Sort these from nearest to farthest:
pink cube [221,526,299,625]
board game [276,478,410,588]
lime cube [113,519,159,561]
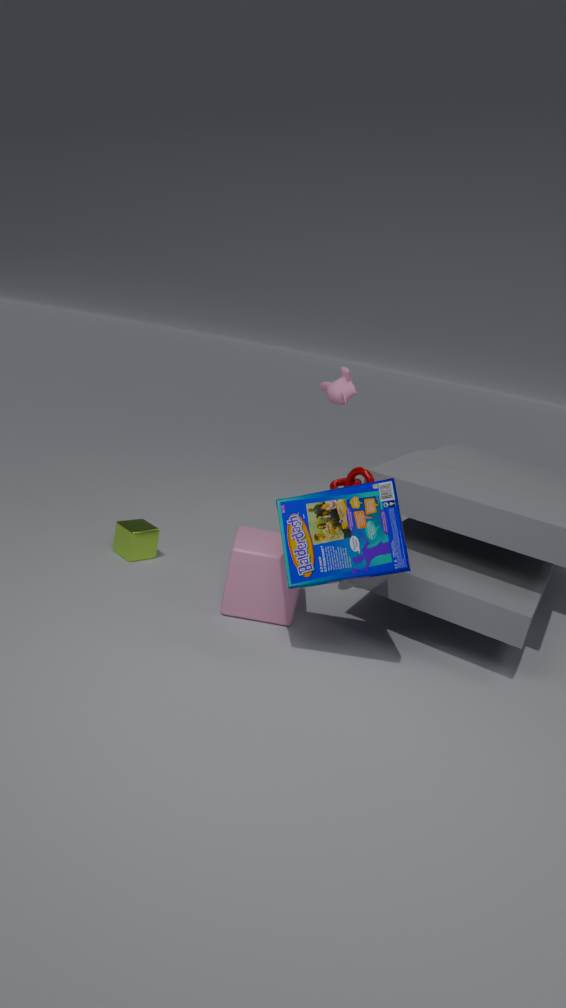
1. board game [276,478,410,588]
2. pink cube [221,526,299,625]
3. lime cube [113,519,159,561]
